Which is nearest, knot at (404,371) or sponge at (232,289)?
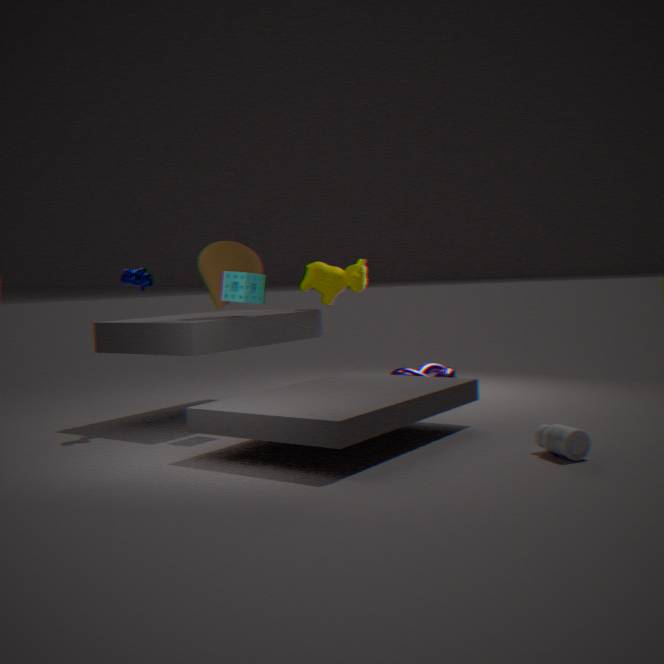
sponge at (232,289)
